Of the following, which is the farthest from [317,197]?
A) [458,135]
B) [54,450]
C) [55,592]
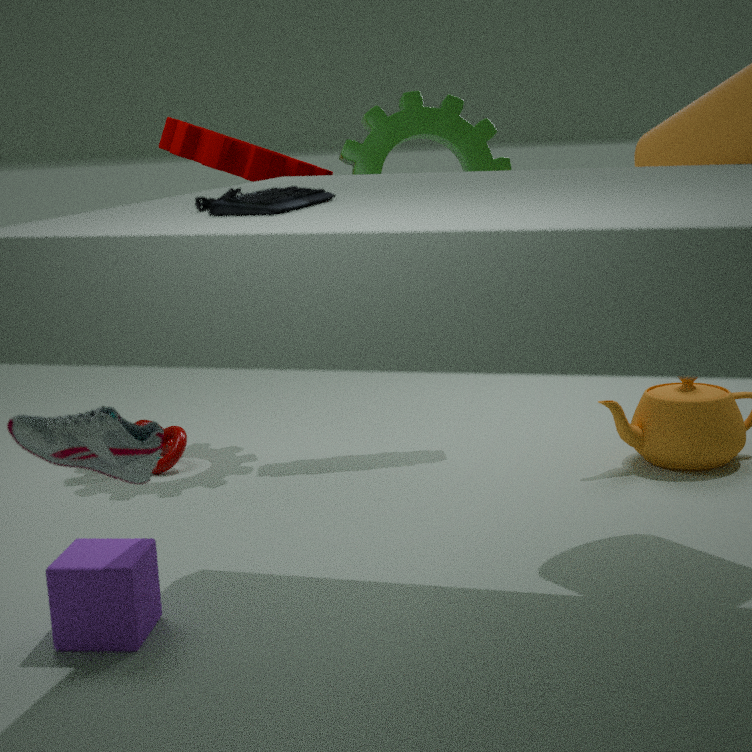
[458,135]
